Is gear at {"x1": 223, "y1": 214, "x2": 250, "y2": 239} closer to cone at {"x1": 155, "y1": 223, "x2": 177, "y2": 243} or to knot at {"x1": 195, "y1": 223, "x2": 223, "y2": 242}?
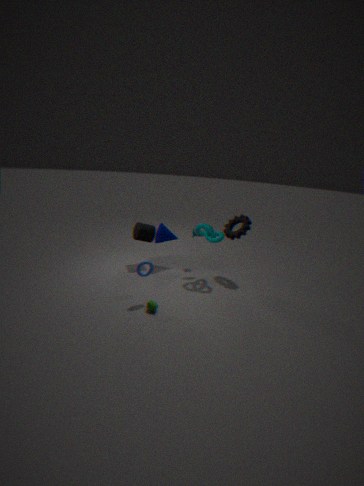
knot at {"x1": 195, "y1": 223, "x2": 223, "y2": 242}
